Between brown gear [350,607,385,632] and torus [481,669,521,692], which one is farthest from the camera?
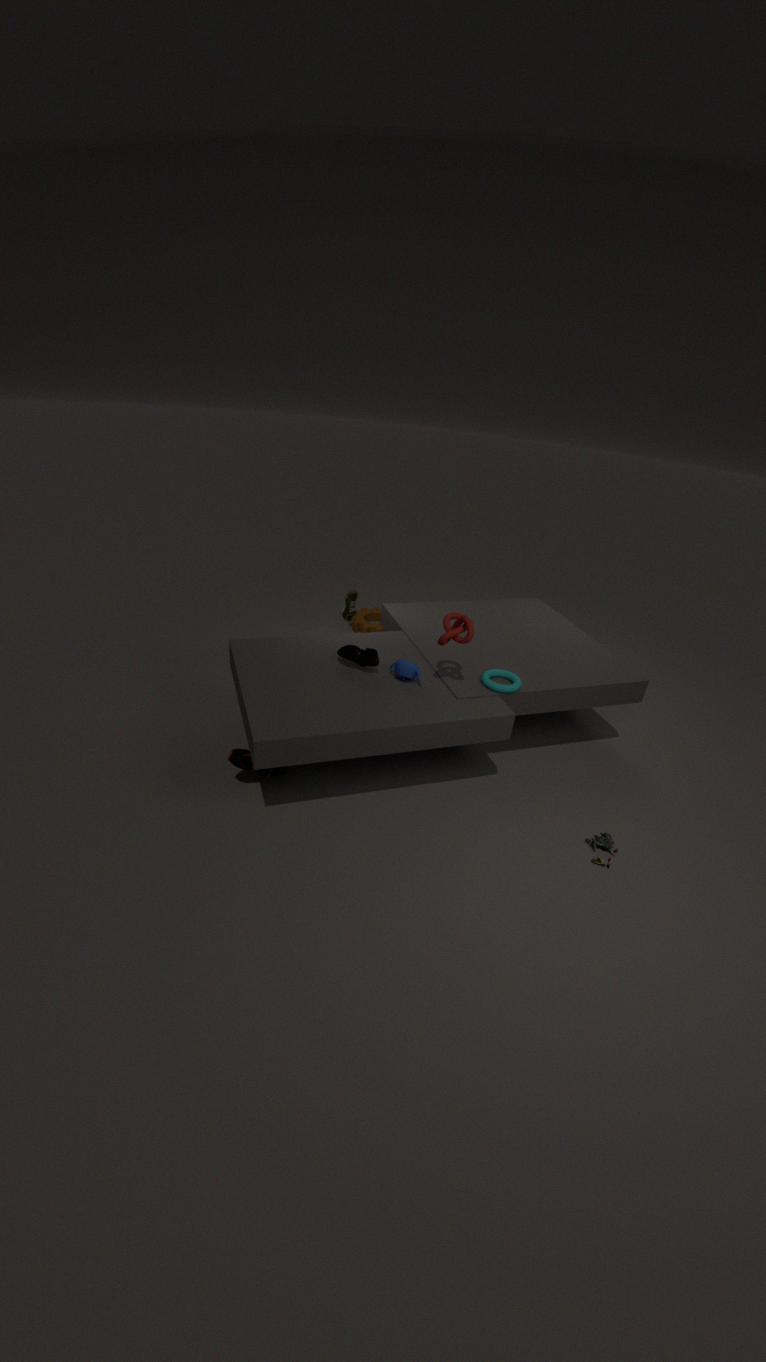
brown gear [350,607,385,632]
